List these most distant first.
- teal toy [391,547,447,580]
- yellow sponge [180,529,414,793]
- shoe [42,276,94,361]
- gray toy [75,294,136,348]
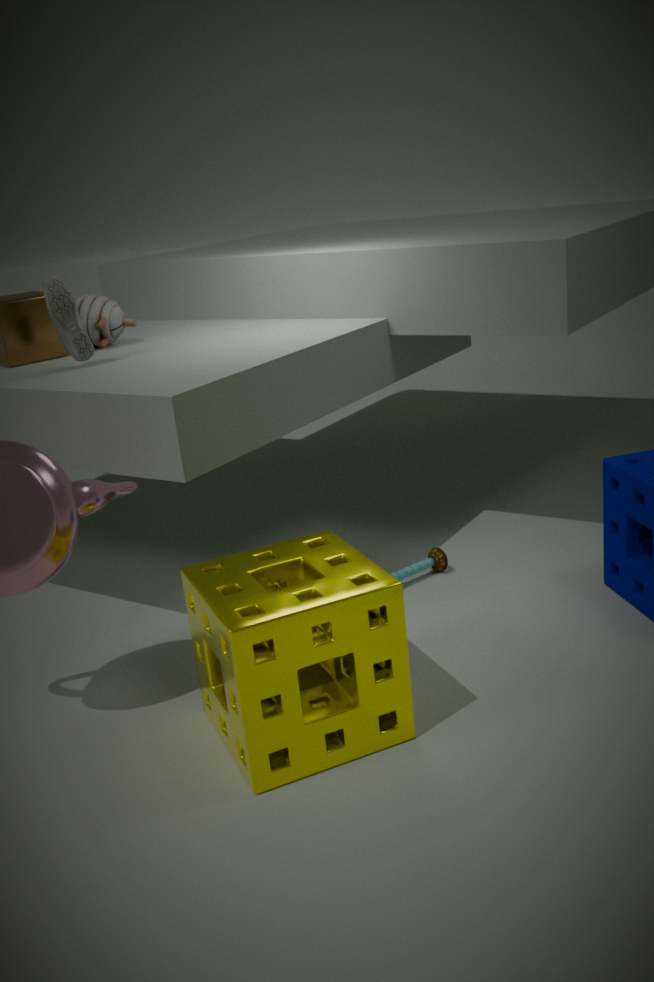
gray toy [75,294,136,348]
teal toy [391,547,447,580]
shoe [42,276,94,361]
yellow sponge [180,529,414,793]
